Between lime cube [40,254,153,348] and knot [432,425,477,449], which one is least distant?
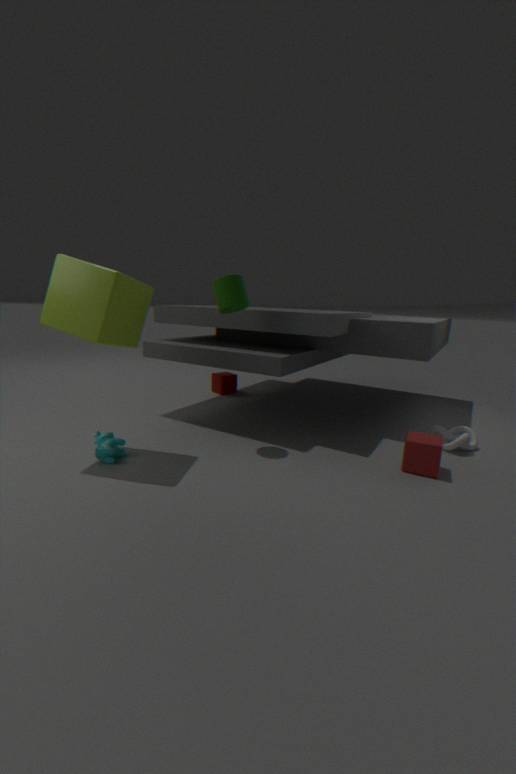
lime cube [40,254,153,348]
